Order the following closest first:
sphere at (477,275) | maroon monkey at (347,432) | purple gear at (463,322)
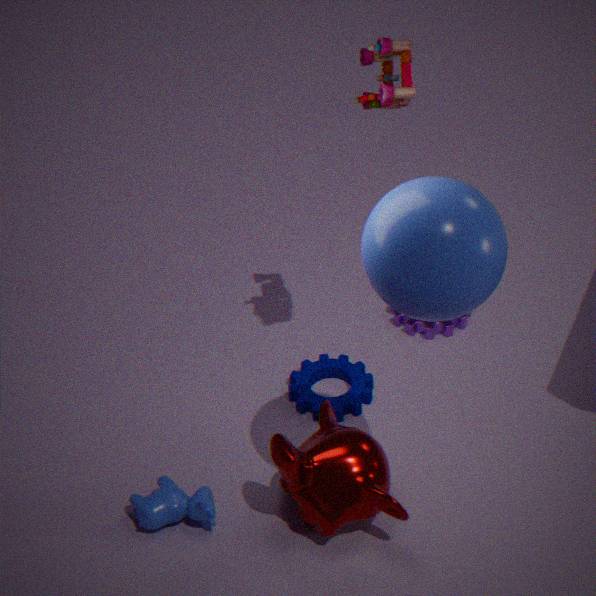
sphere at (477,275)
maroon monkey at (347,432)
purple gear at (463,322)
